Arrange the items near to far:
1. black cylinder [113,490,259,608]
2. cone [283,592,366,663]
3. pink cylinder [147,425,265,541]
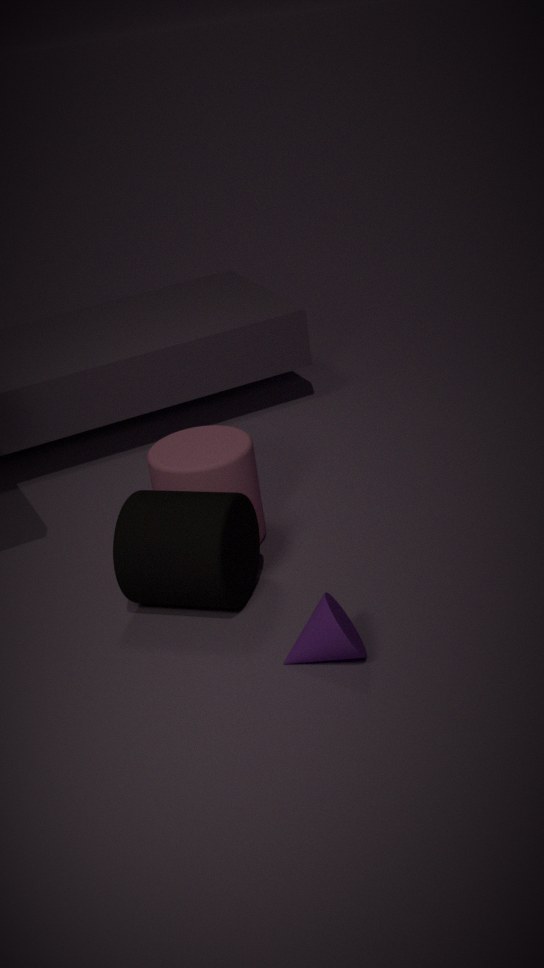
cone [283,592,366,663] → black cylinder [113,490,259,608] → pink cylinder [147,425,265,541]
